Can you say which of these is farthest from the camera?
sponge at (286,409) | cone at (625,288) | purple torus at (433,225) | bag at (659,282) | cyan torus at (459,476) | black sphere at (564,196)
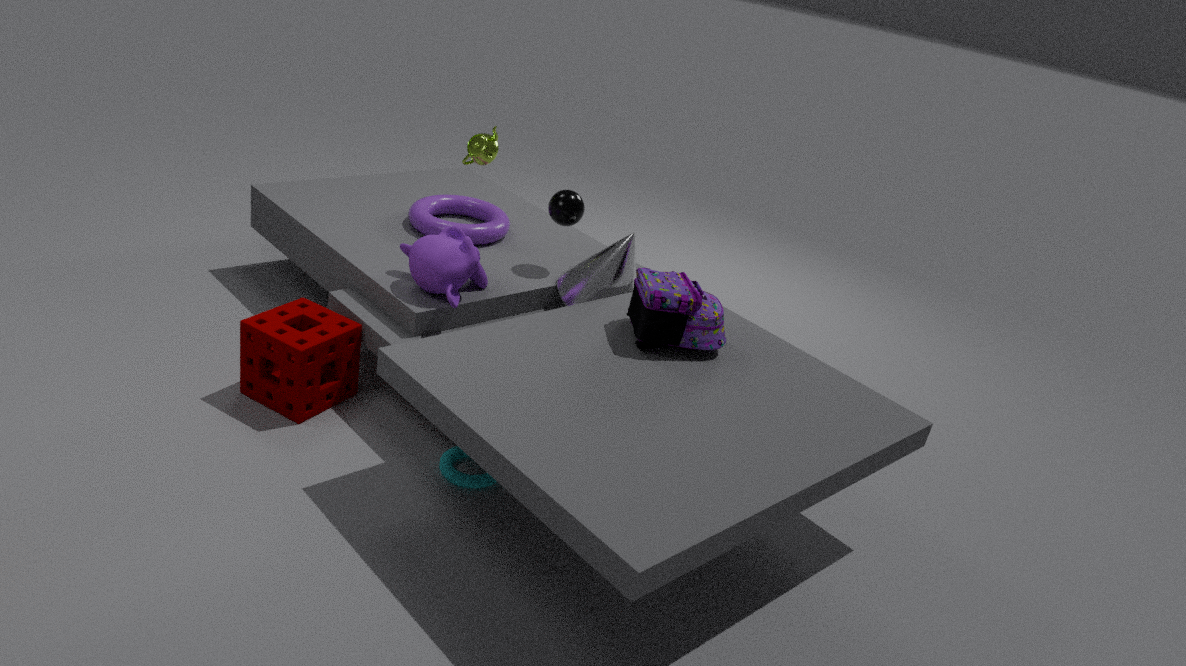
purple torus at (433,225)
